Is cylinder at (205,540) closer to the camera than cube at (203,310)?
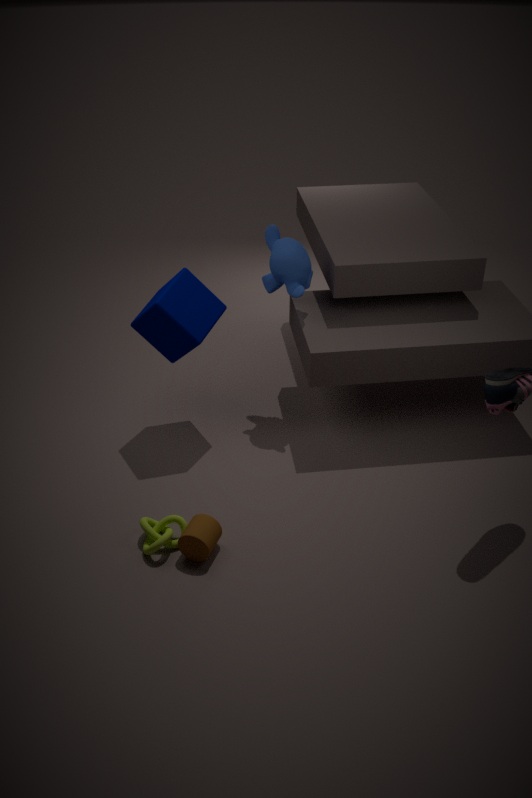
Yes
